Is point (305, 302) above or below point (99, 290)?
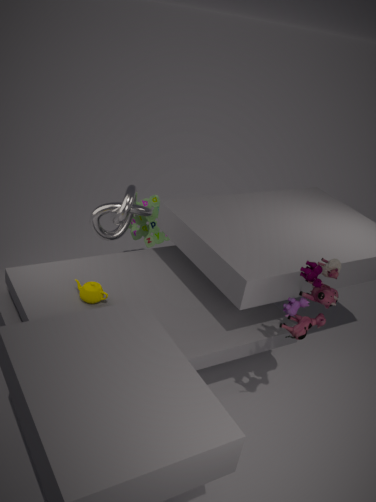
above
